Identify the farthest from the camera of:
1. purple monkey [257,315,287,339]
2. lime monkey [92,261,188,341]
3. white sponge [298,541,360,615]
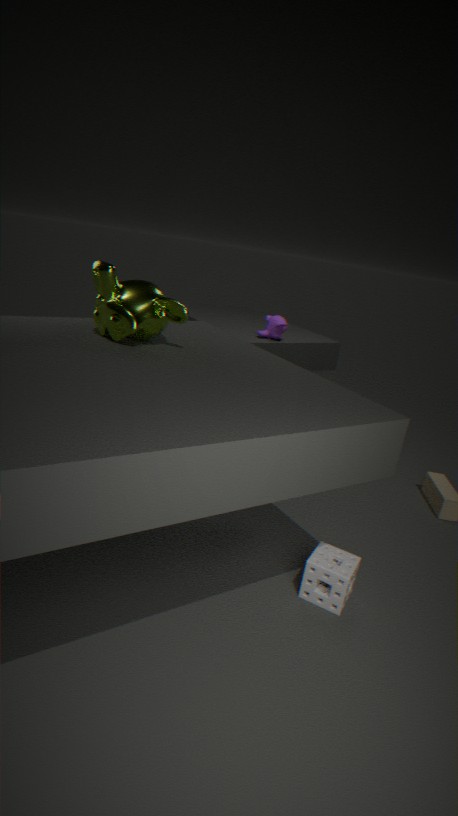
purple monkey [257,315,287,339]
